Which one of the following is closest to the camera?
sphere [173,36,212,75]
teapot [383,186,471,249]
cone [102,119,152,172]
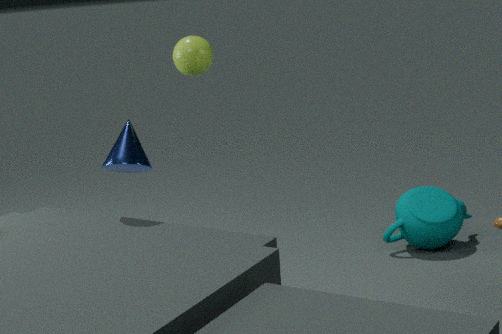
cone [102,119,152,172]
